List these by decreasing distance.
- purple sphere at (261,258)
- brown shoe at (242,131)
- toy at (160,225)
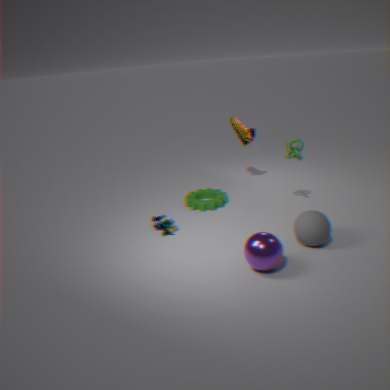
1. brown shoe at (242,131)
2. toy at (160,225)
3. purple sphere at (261,258)
